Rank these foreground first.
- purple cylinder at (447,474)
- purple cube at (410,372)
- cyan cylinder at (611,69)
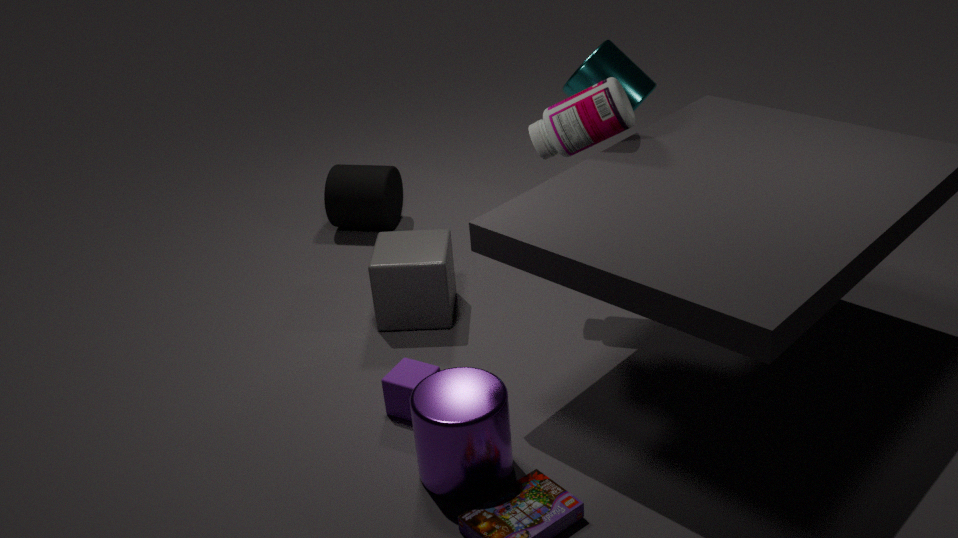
purple cylinder at (447,474) → purple cube at (410,372) → cyan cylinder at (611,69)
